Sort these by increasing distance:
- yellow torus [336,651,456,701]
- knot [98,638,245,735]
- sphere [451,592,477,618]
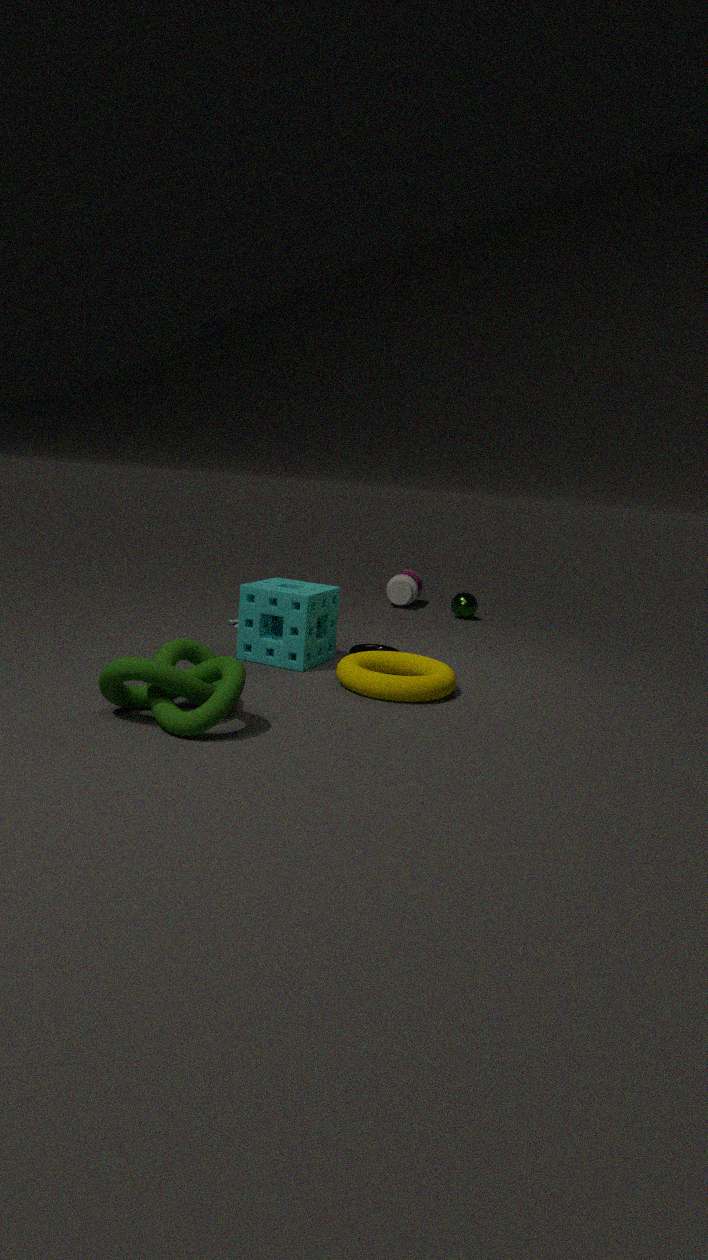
knot [98,638,245,735] < yellow torus [336,651,456,701] < sphere [451,592,477,618]
